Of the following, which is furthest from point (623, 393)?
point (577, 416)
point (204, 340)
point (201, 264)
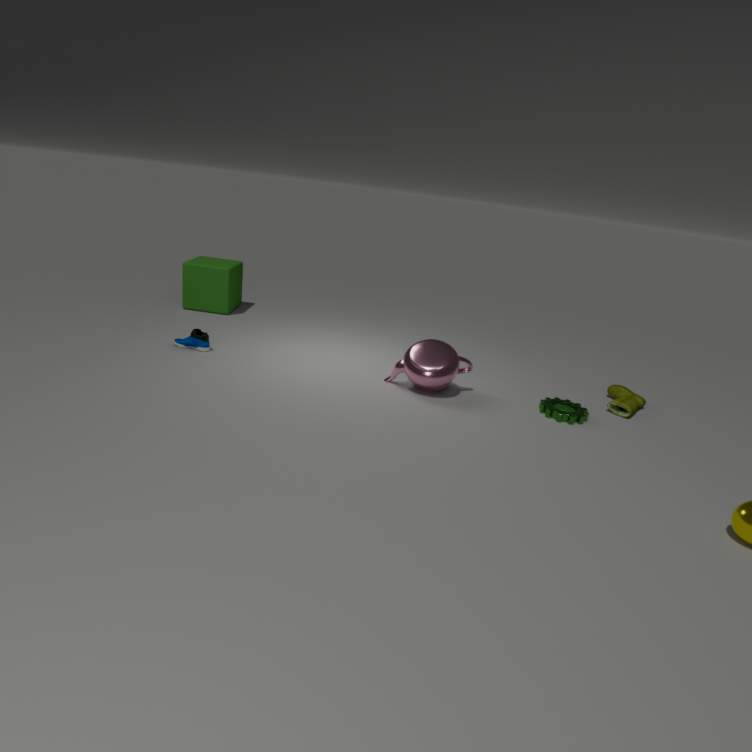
point (201, 264)
